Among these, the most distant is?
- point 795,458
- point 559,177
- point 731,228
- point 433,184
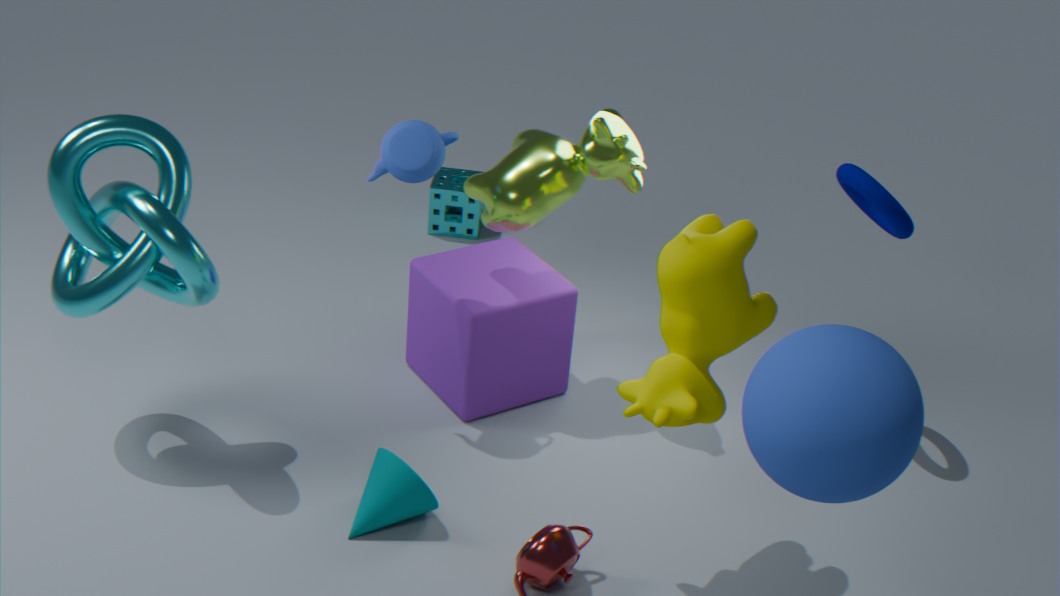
point 433,184
